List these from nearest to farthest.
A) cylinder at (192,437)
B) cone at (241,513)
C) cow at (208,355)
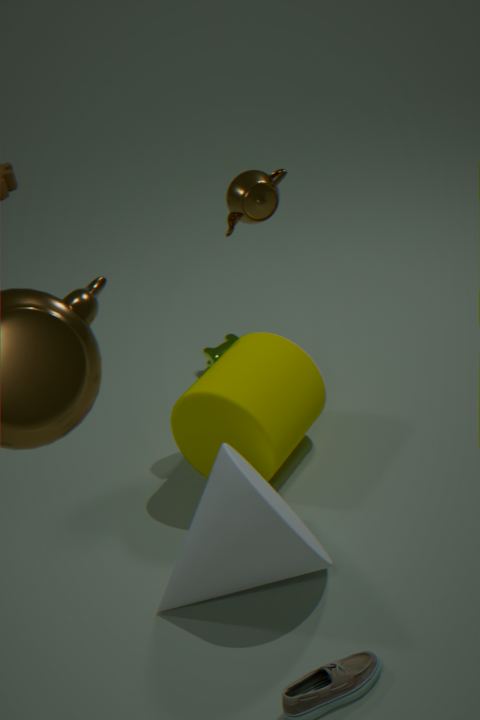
1. cone at (241,513)
2. cylinder at (192,437)
3. cow at (208,355)
